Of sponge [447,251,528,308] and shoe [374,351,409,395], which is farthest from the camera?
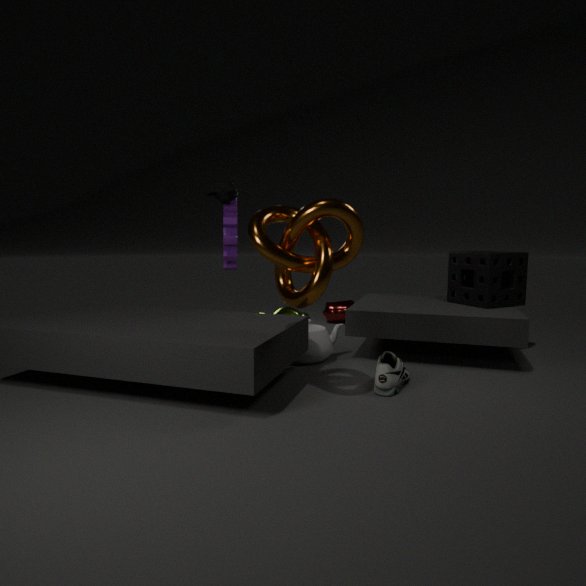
sponge [447,251,528,308]
